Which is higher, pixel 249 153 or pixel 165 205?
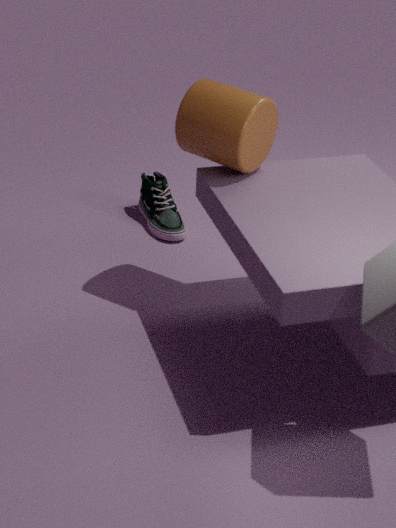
pixel 249 153
